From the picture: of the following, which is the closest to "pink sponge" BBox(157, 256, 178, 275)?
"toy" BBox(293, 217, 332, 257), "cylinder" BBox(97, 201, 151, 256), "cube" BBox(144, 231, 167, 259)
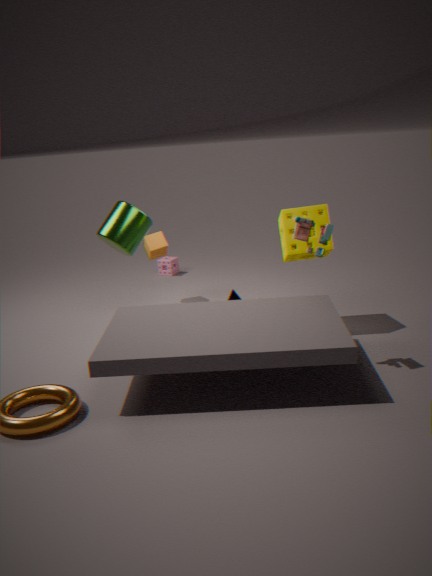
"cube" BBox(144, 231, 167, 259)
